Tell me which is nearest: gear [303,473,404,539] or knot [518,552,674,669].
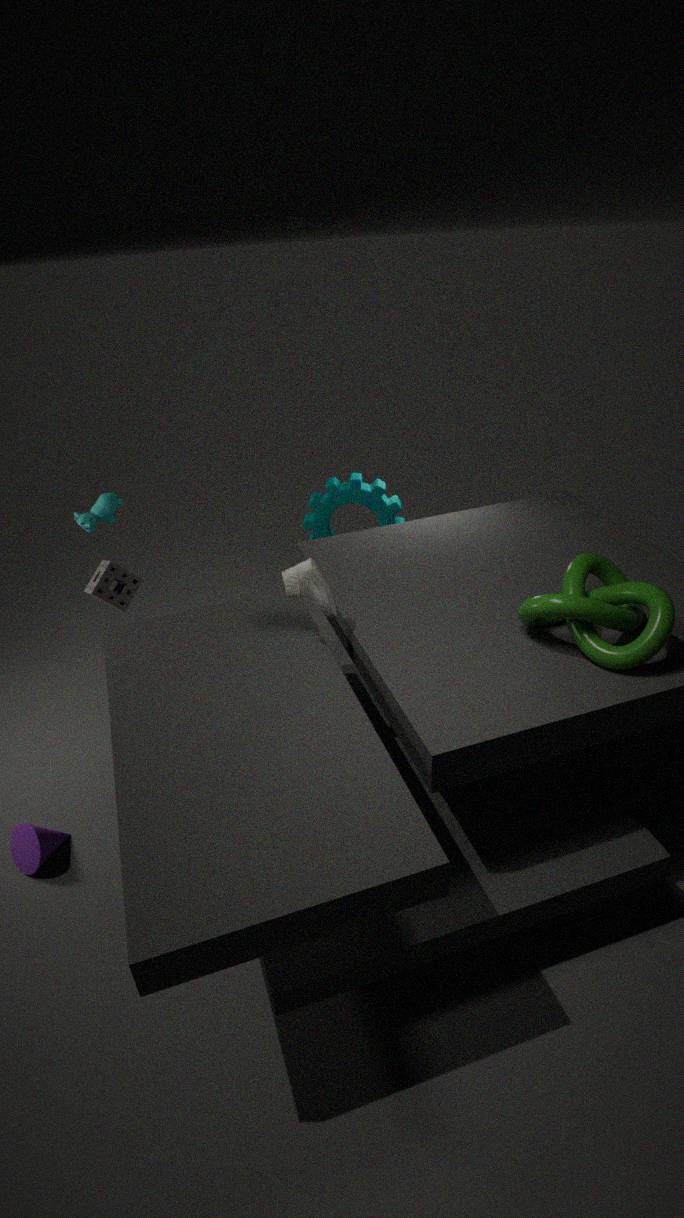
knot [518,552,674,669]
